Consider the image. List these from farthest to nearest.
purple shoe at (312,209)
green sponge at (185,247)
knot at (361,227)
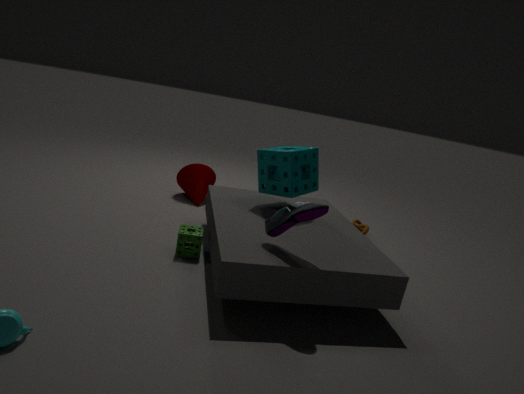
knot at (361,227), green sponge at (185,247), purple shoe at (312,209)
